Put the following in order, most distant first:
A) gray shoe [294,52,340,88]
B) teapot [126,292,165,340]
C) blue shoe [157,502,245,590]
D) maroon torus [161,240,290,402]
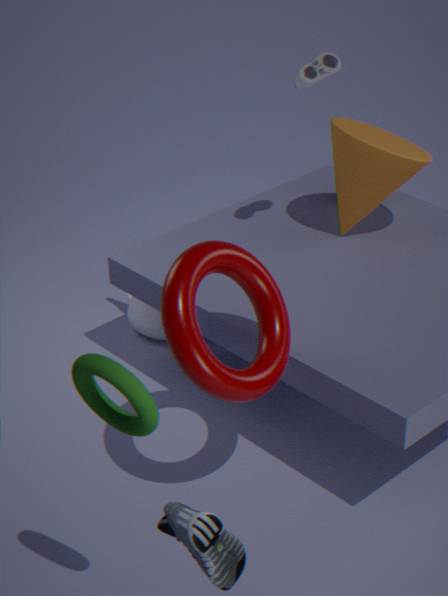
teapot [126,292,165,340] → gray shoe [294,52,340,88] → maroon torus [161,240,290,402] → blue shoe [157,502,245,590]
